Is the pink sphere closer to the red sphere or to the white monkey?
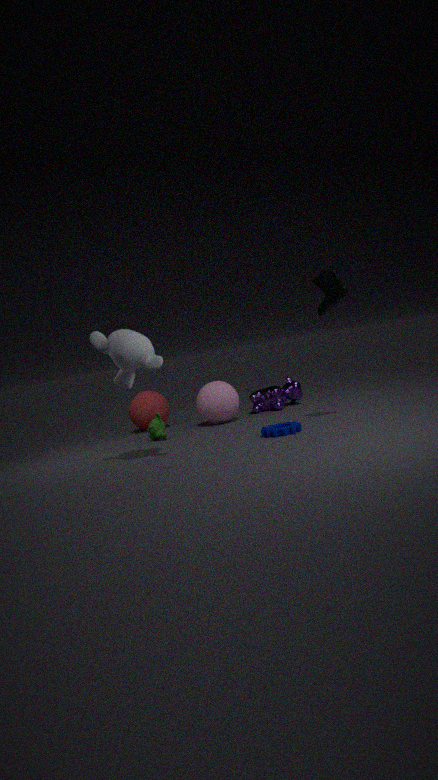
the red sphere
